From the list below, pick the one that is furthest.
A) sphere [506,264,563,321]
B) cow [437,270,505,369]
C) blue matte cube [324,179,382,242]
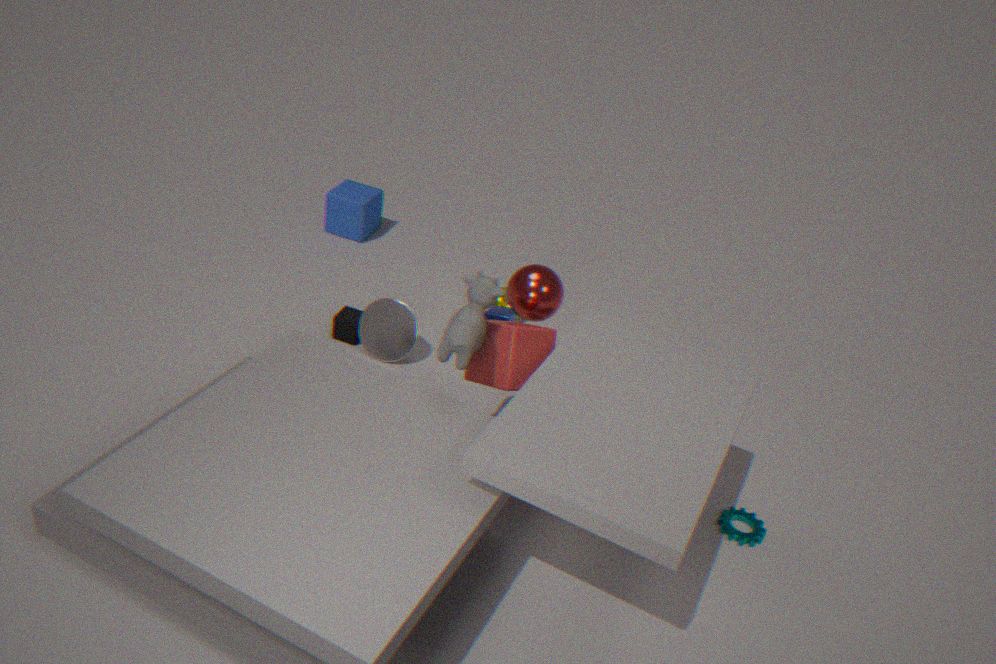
blue matte cube [324,179,382,242]
